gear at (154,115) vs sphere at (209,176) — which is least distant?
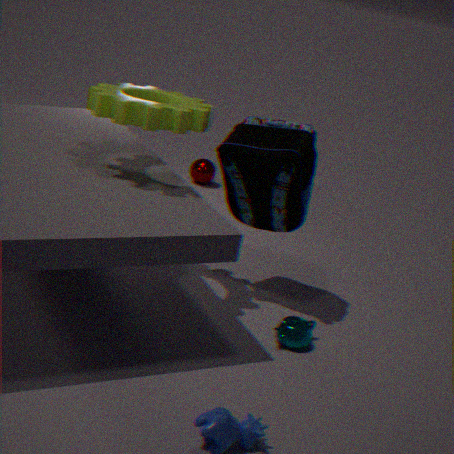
gear at (154,115)
